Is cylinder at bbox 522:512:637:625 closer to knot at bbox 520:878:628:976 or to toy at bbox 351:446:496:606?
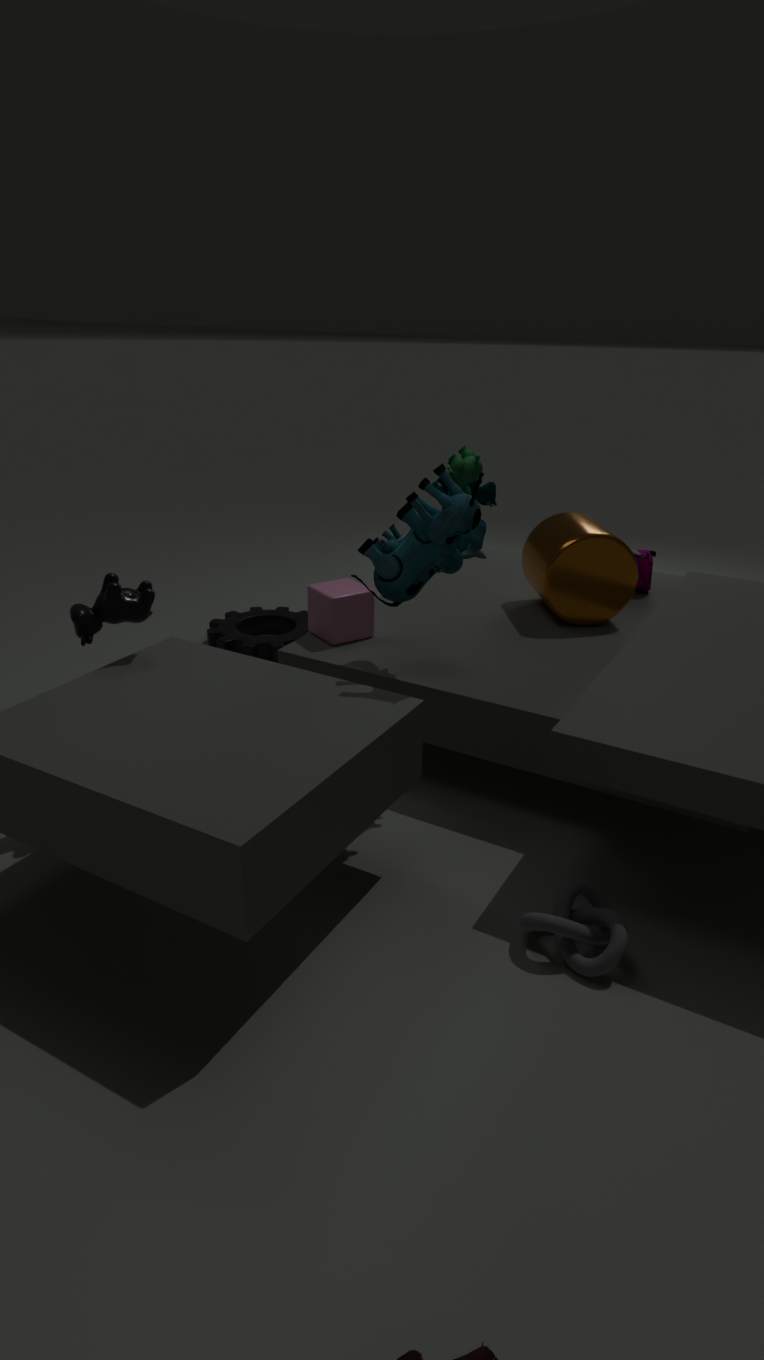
toy at bbox 351:446:496:606
